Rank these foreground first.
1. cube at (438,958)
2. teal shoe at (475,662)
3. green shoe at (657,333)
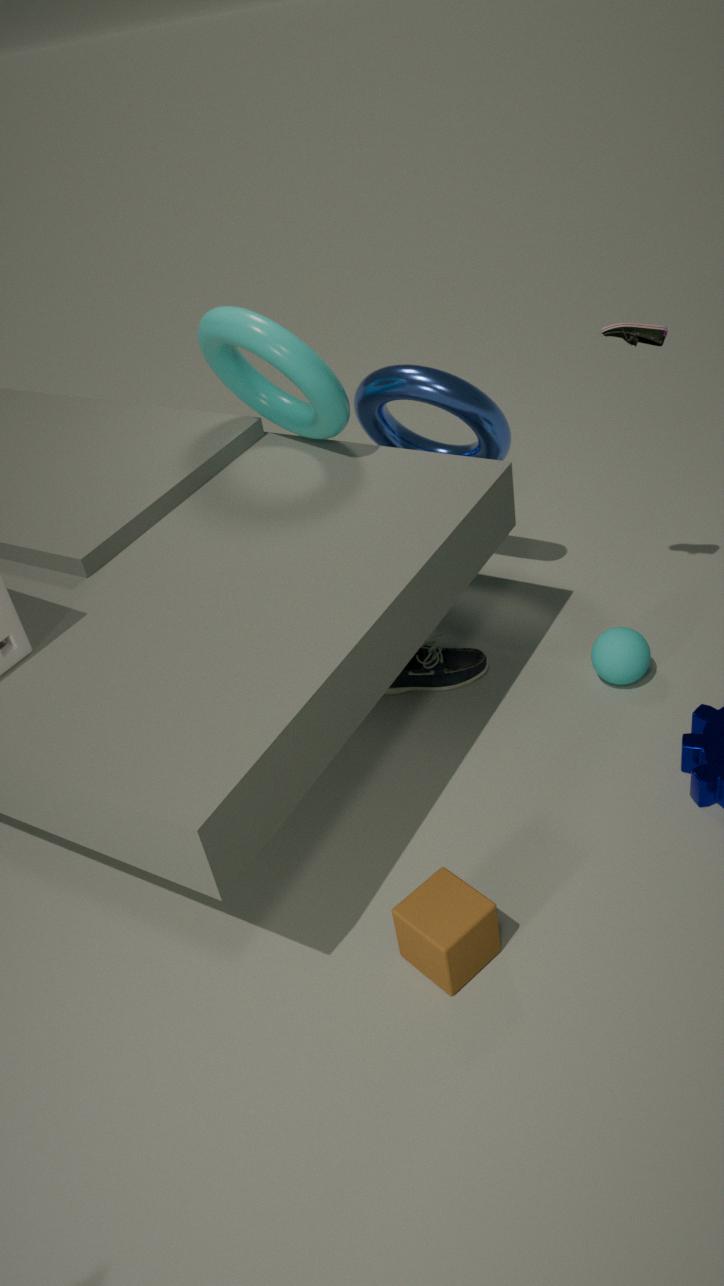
1. cube at (438,958)
2. green shoe at (657,333)
3. teal shoe at (475,662)
